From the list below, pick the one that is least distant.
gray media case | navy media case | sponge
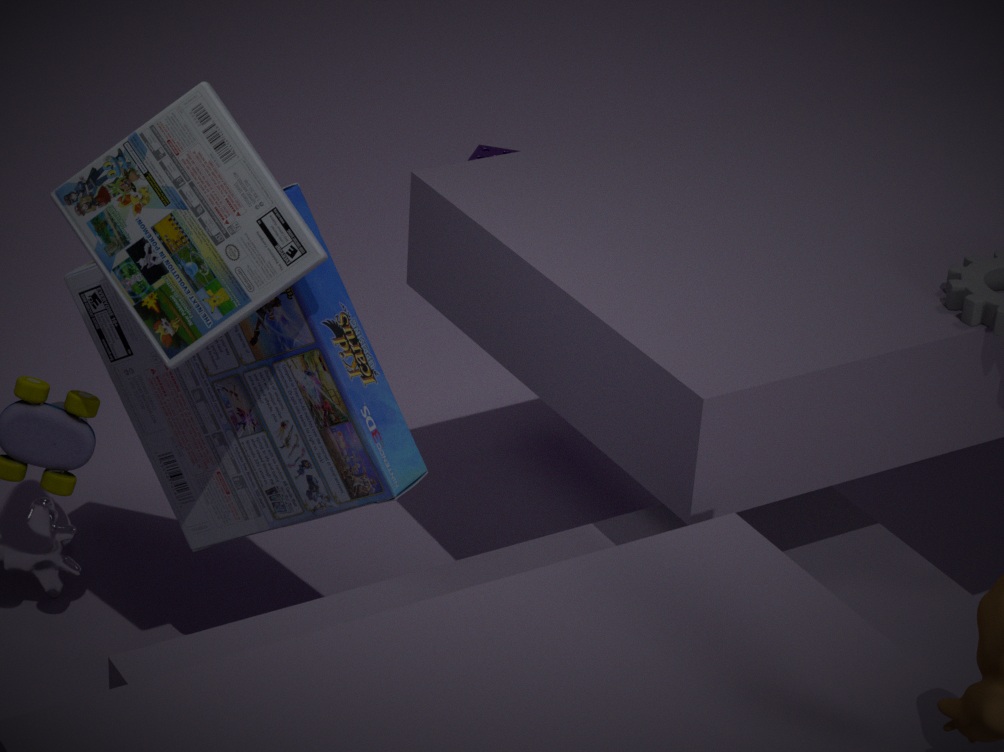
gray media case
